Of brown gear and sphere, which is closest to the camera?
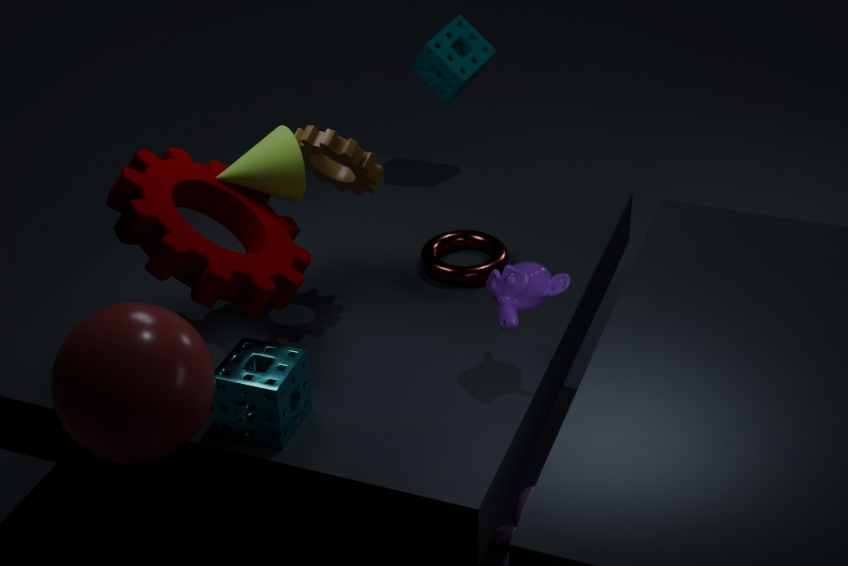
sphere
